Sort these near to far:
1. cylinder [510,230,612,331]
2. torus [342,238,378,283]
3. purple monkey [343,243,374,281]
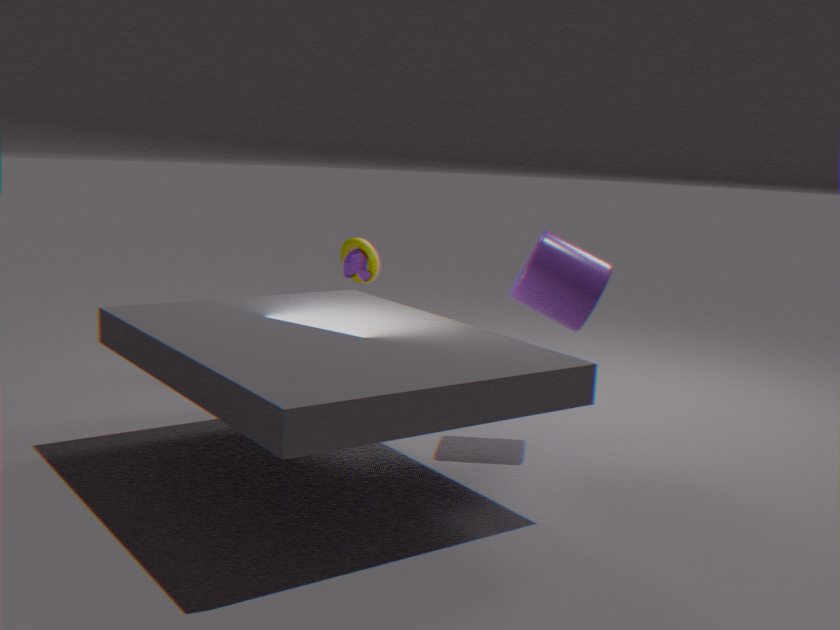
cylinder [510,230,612,331] < purple monkey [343,243,374,281] < torus [342,238,378,283]
